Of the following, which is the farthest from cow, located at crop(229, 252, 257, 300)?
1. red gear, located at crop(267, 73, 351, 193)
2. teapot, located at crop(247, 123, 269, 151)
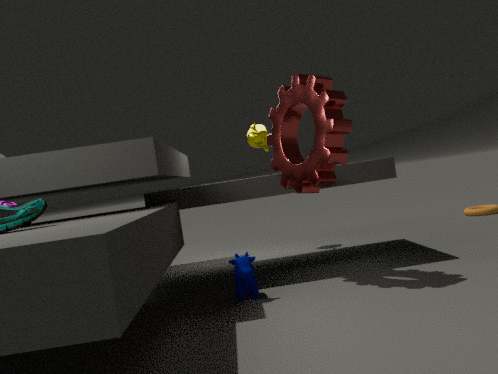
teapot, located at crop(247, 123, 269, 151)
